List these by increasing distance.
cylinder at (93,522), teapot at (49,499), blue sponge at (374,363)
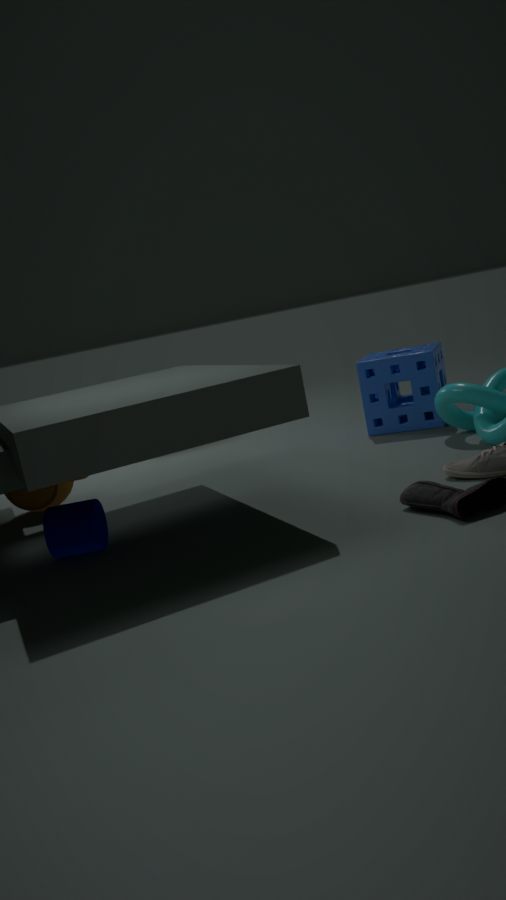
1. cylinder at (93,522)
2. teapot at (49,499)
3. blue sponge at (374,363)
